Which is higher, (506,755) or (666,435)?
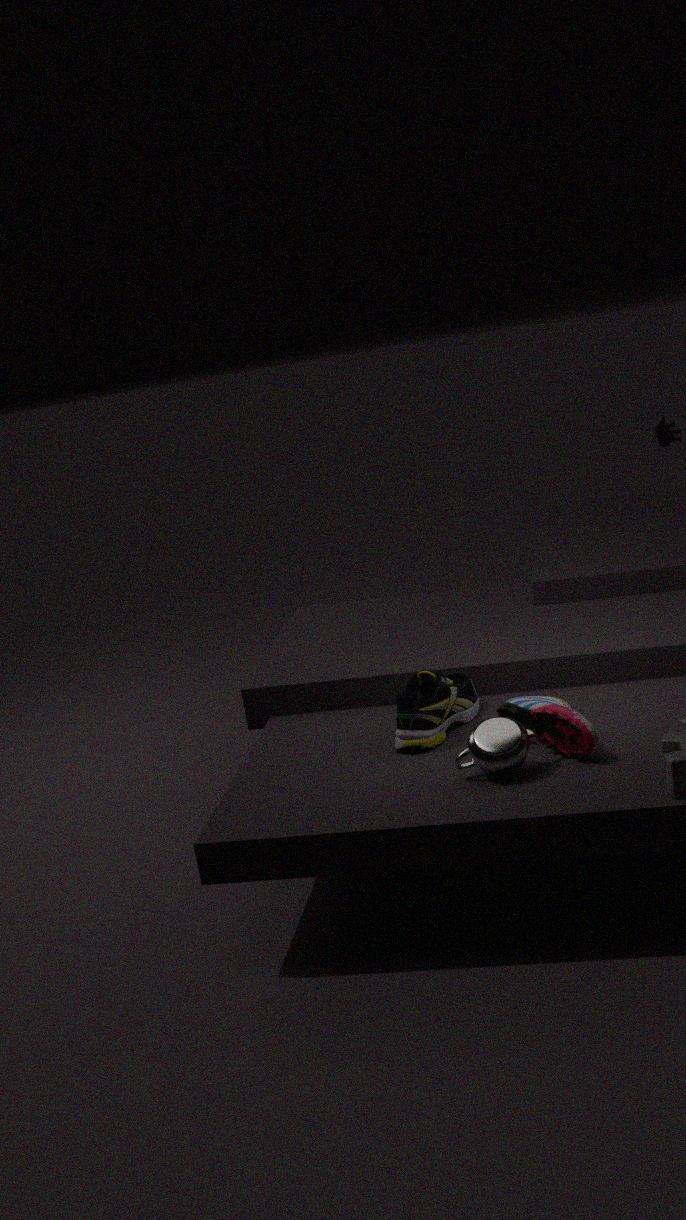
(666,435)
